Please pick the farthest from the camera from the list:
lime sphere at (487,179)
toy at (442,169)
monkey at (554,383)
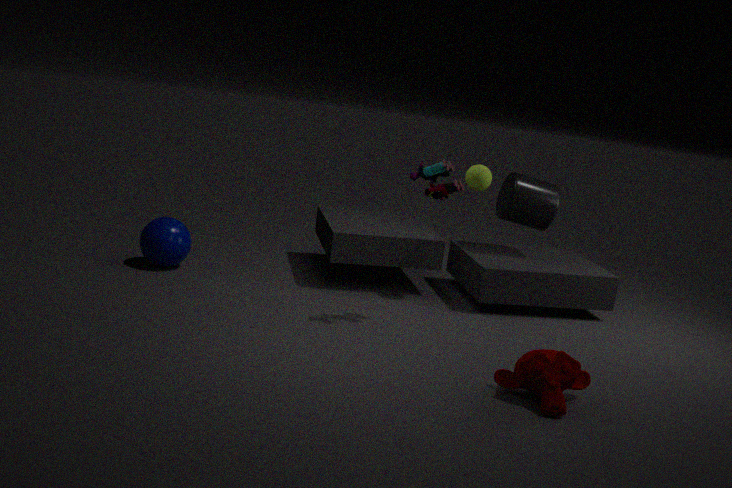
lime sphere at (487,179)
